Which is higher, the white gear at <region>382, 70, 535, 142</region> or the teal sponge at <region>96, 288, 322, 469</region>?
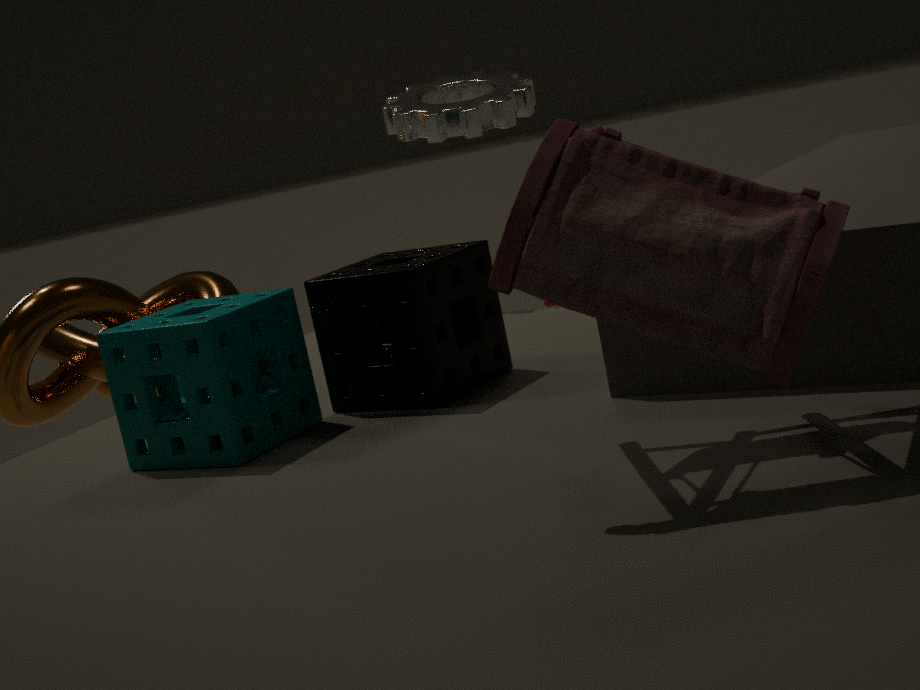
the white gear at <region>382, 70, 535, 142</region>
